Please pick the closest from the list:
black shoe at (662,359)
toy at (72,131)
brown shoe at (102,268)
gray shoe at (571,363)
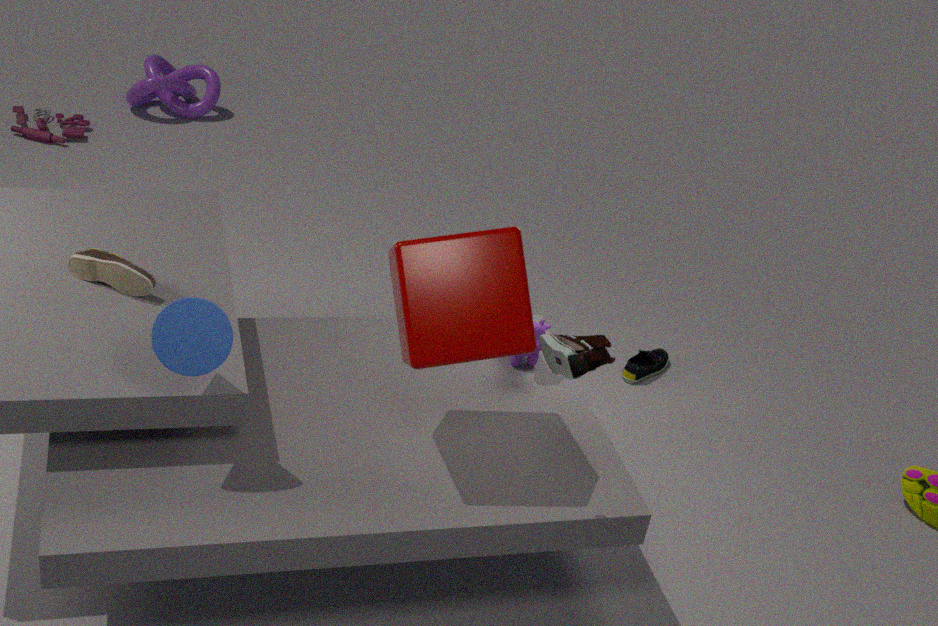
gray shoe at (571,363)
